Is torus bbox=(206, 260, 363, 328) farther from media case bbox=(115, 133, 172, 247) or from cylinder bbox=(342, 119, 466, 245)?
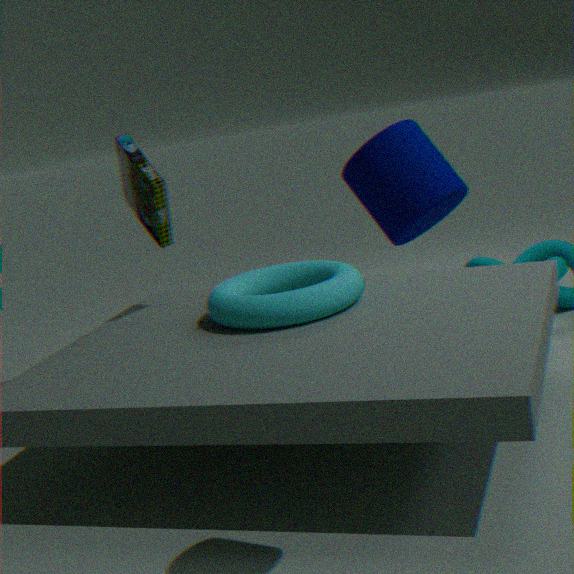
cylinder bbox=(342, 119, 466, 245)
